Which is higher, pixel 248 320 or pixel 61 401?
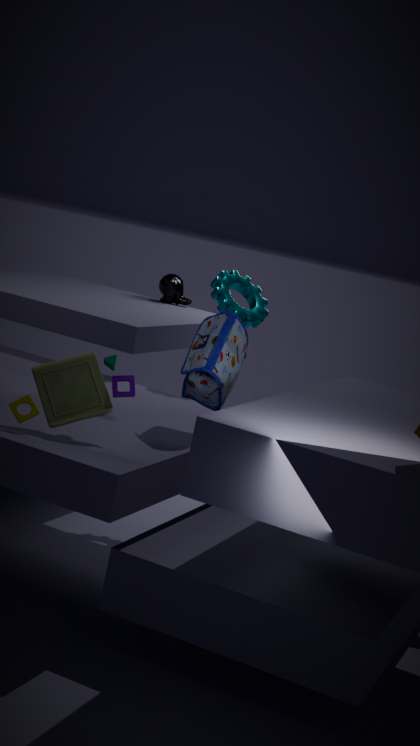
pixel 248 320
